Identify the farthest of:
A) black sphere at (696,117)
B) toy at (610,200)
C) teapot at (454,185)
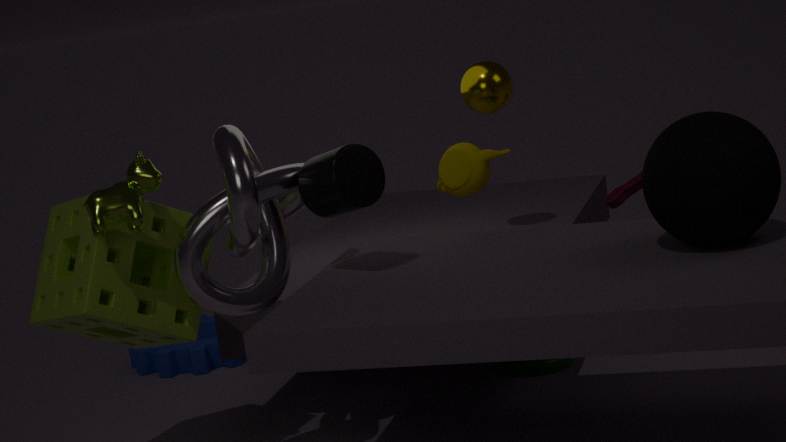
toy at (610,200)
